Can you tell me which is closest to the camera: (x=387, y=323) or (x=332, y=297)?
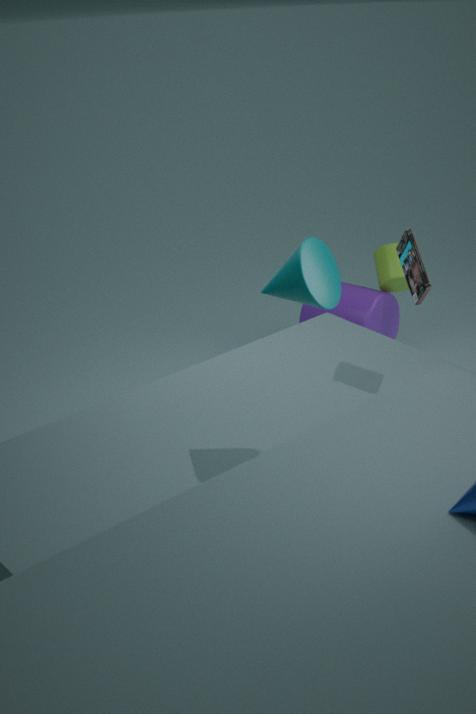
(x=332, y=297)
